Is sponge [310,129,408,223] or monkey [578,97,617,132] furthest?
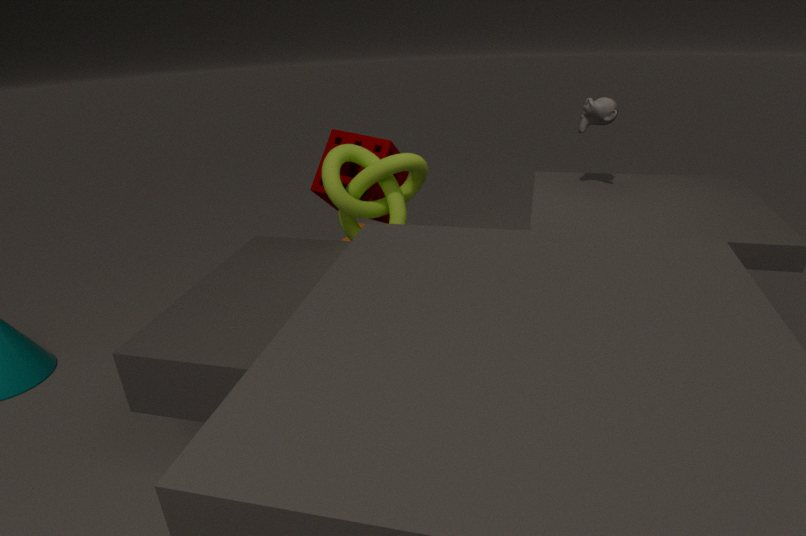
sponge [310,129,408,223]
